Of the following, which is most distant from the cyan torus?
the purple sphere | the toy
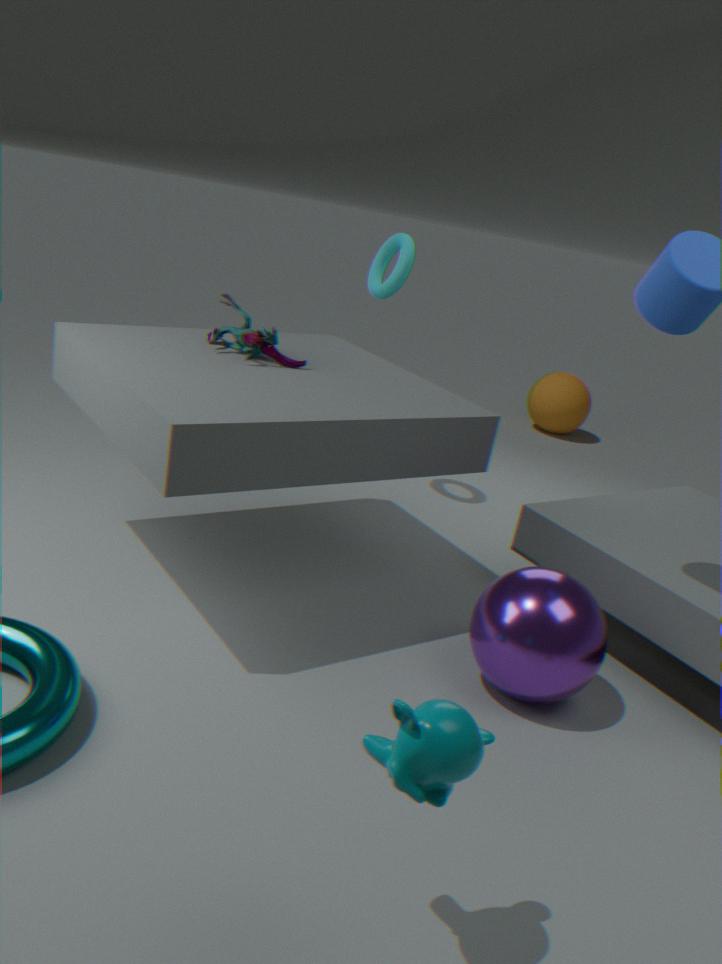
the purple sphere
